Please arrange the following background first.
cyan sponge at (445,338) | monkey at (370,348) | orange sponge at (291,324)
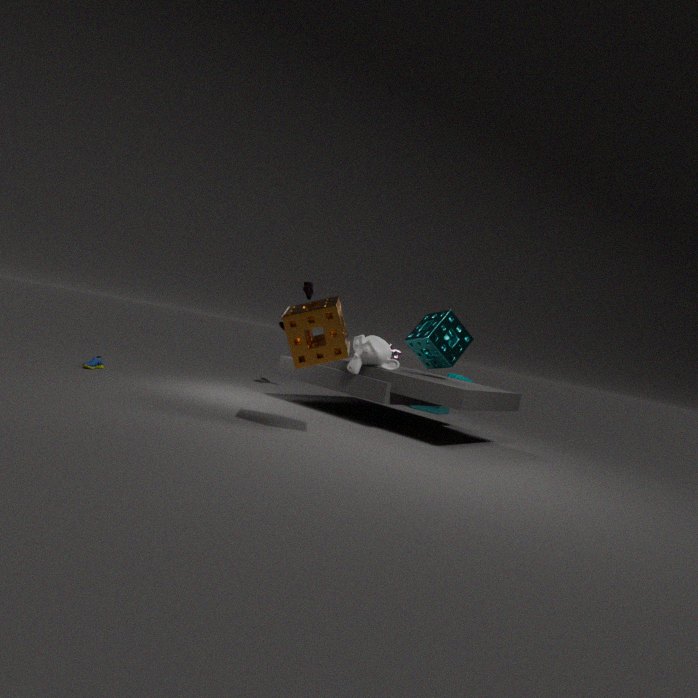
cyan sponge at (445,338) < monkey at (370,348) < orange sponge at (291,324)
